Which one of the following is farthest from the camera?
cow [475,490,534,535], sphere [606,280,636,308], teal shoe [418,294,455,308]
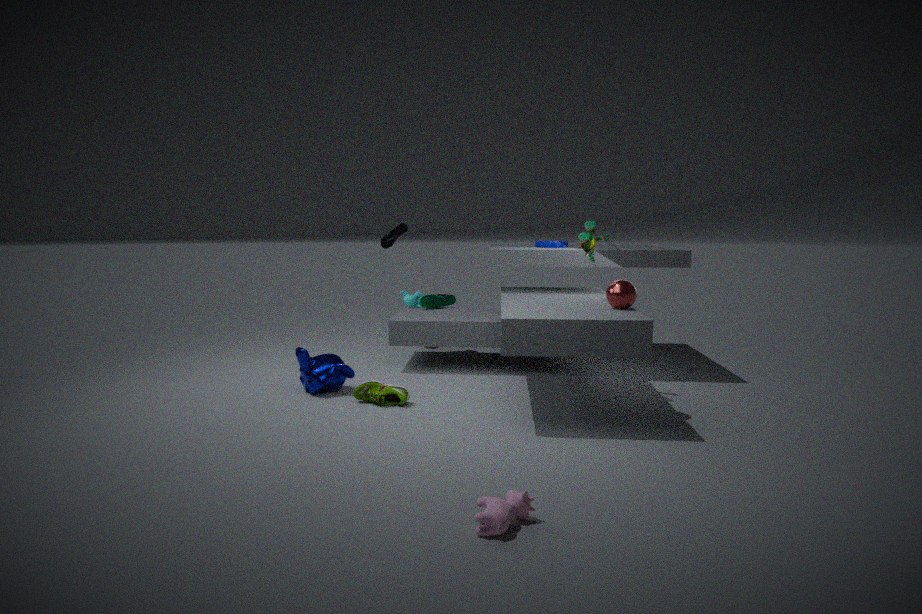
teal shoe [418,294,455,308]
